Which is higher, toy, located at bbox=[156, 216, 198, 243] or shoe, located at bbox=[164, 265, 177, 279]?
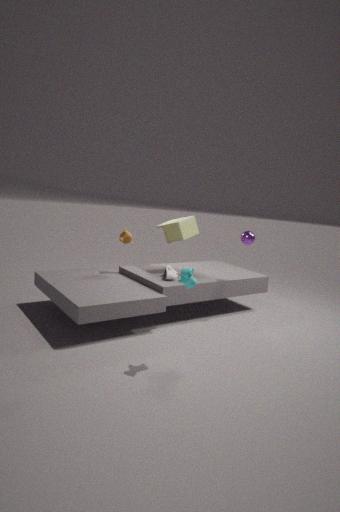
toy, located at bbox=[156, 216, 198, 243]
